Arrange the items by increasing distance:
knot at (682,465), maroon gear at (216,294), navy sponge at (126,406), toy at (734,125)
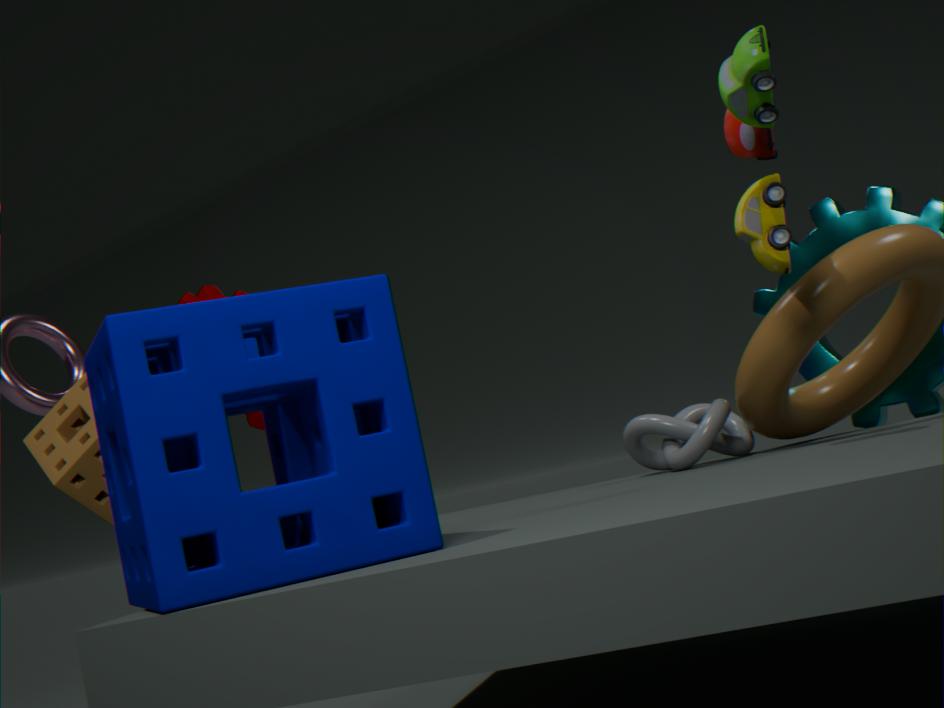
navy sponge at (126,406)
toy at (734,125)
knot at (682,465)
maroon gear at (216,294)
